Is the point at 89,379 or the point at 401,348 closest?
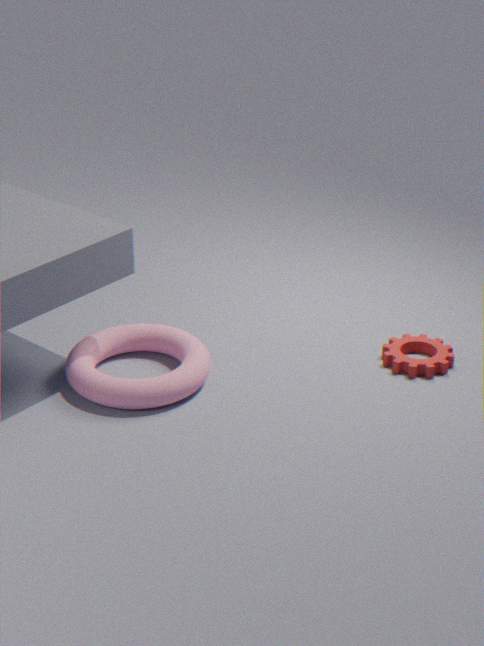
the point at 89,379
